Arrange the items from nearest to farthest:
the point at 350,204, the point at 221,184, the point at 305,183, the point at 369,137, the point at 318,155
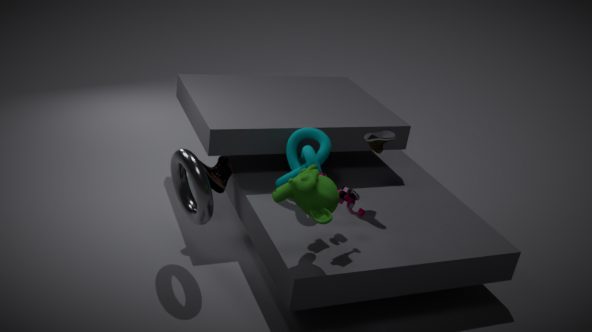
the point at 305,183, the point at 350,204, the point at 318,155, the point at 369,137, the point at 221,184
